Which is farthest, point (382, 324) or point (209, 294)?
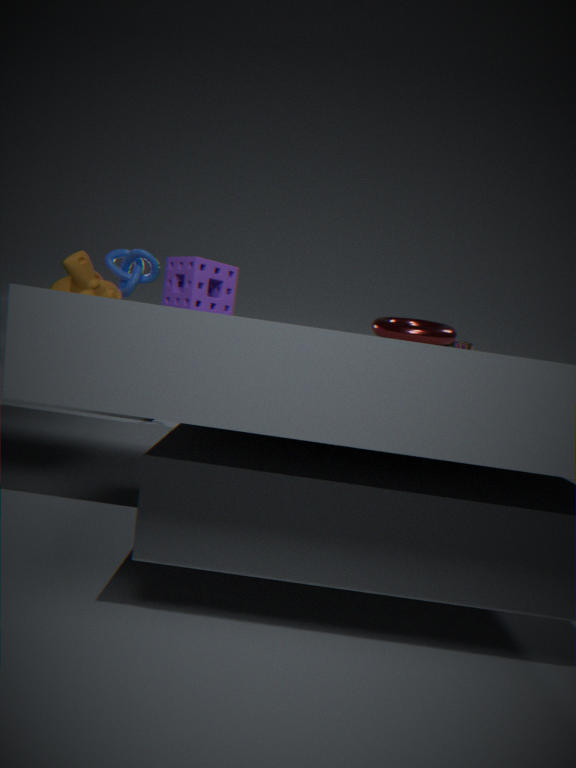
point (209, 294)
